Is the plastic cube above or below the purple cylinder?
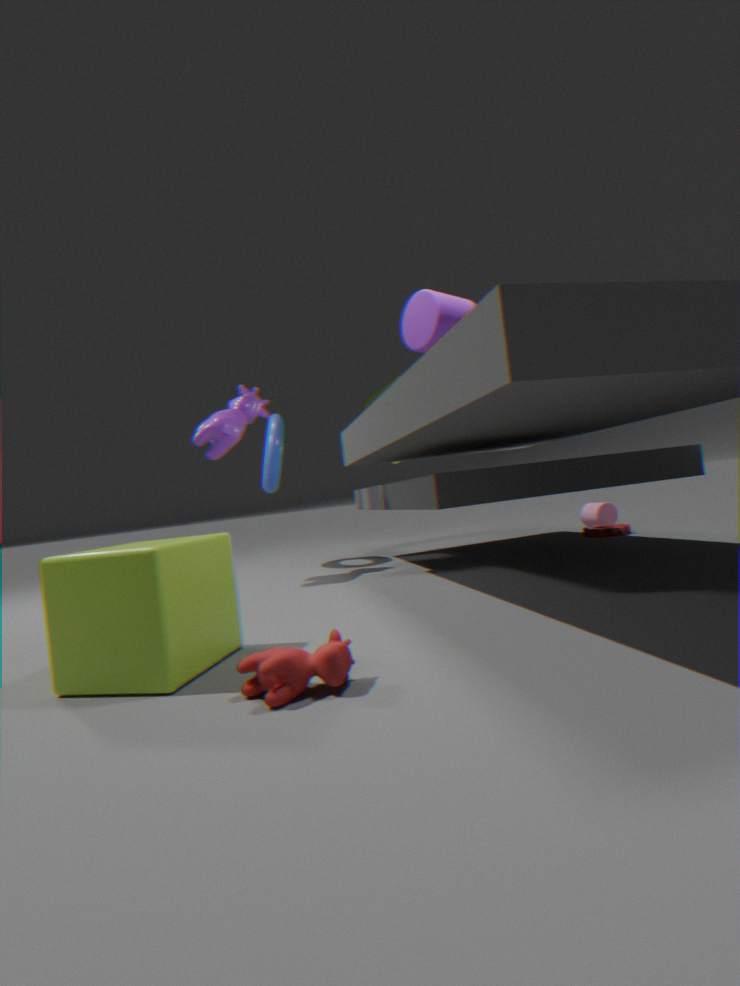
below
